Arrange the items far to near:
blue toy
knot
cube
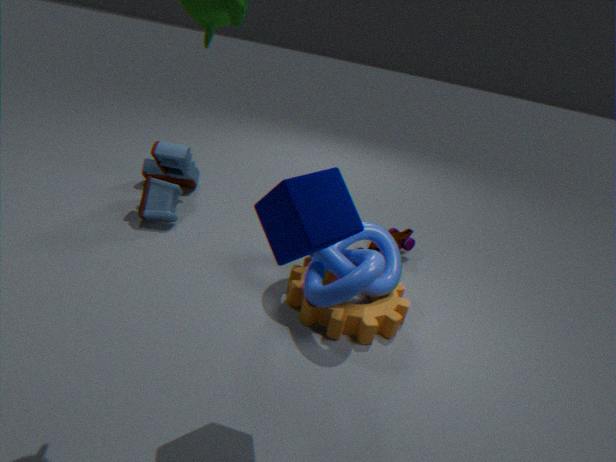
blue toy → knot → cube
